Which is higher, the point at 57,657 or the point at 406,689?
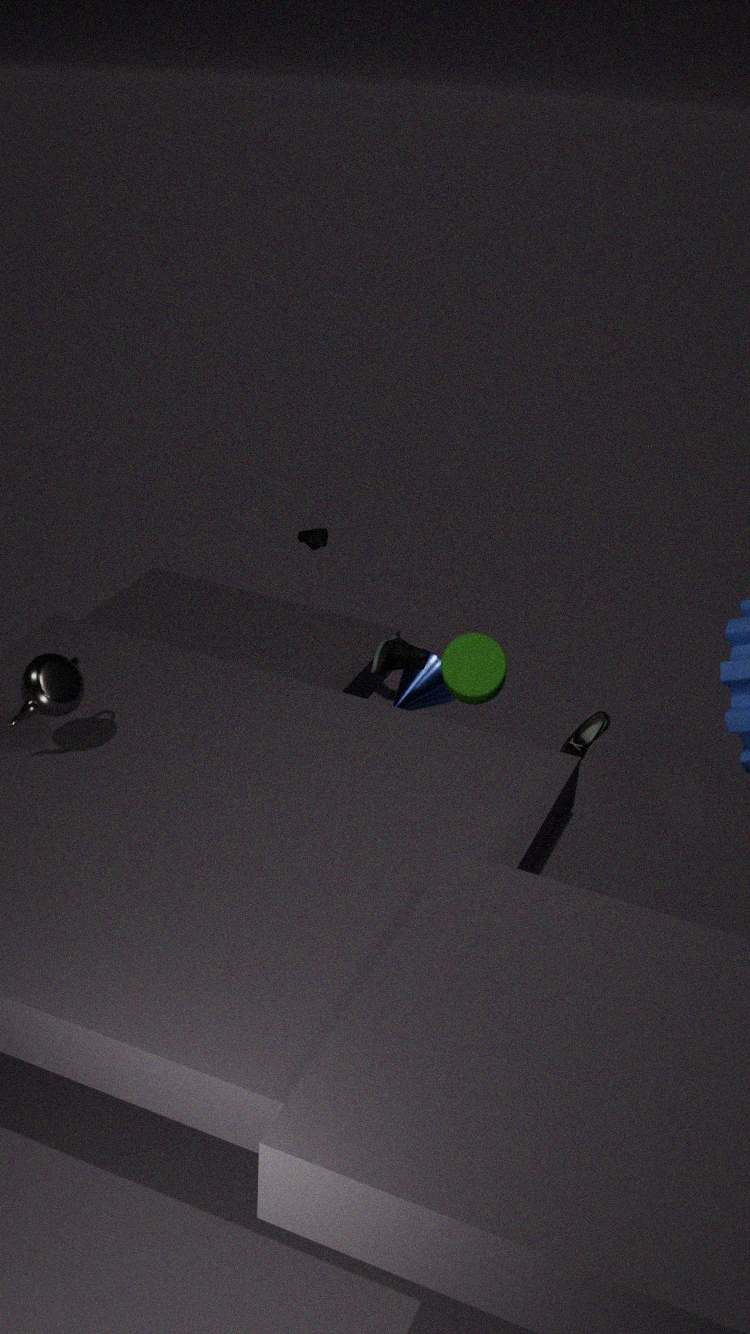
the point at 57,657
